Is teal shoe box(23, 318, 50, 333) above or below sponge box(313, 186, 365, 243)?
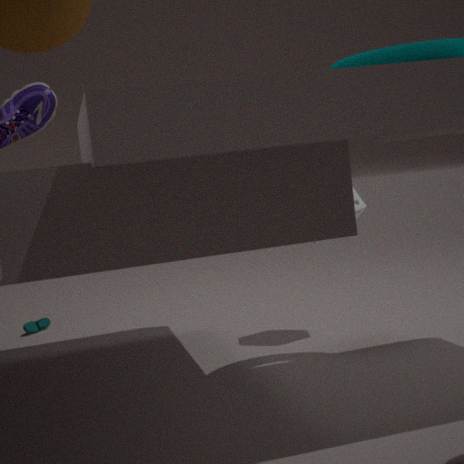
below
